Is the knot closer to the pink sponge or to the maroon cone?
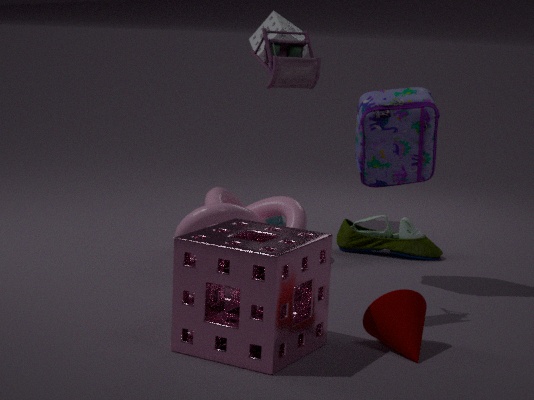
the pink sponge
